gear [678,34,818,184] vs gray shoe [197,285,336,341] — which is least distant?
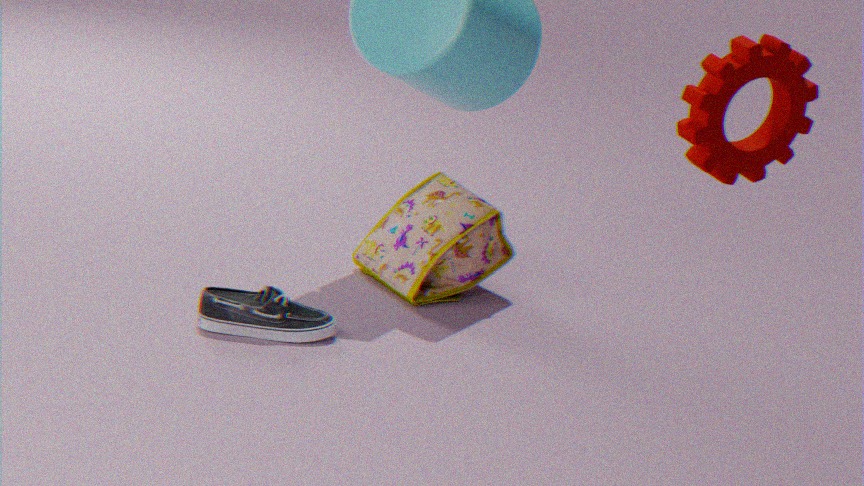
gear [678,34,818,184]
